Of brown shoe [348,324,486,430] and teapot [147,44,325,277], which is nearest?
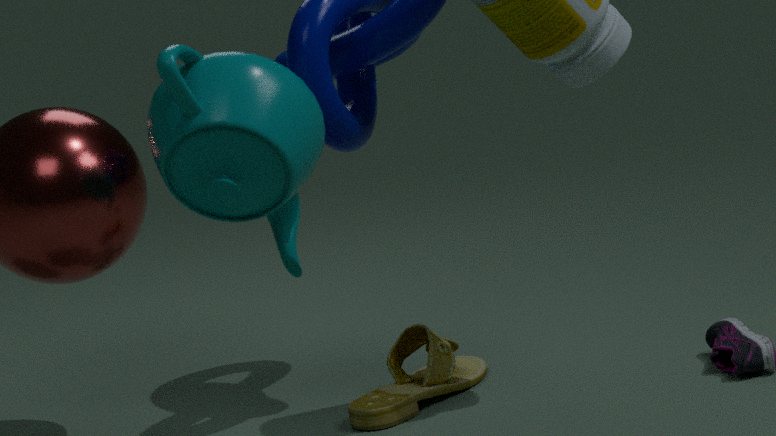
teapot [147,44,325,277]
